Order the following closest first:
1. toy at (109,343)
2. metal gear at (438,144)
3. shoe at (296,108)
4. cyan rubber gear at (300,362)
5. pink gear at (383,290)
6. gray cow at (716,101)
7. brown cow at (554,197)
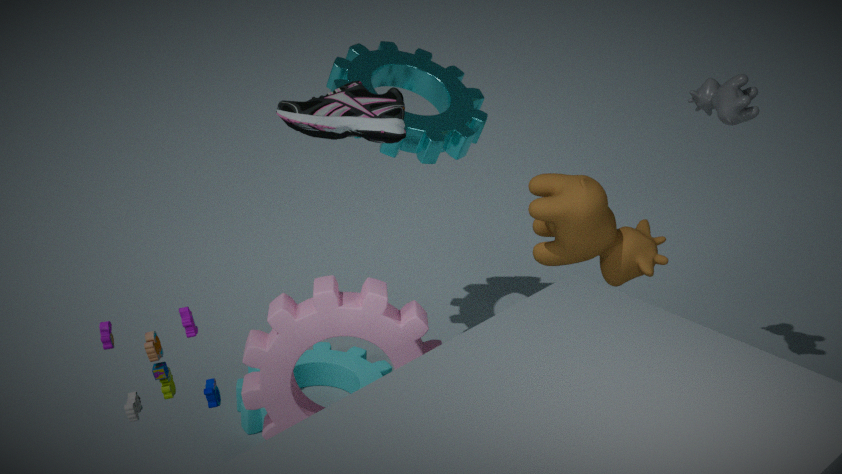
pink gear at (383,290) → toy at (109,343) → shoe at (296,108) → gray cow at (716,101) → brown cow at (554,197) → metal gear at (438,144) → cyan rubber gear at (300,362)
